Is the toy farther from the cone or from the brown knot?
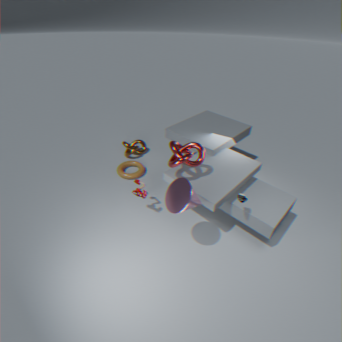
the brown knot
